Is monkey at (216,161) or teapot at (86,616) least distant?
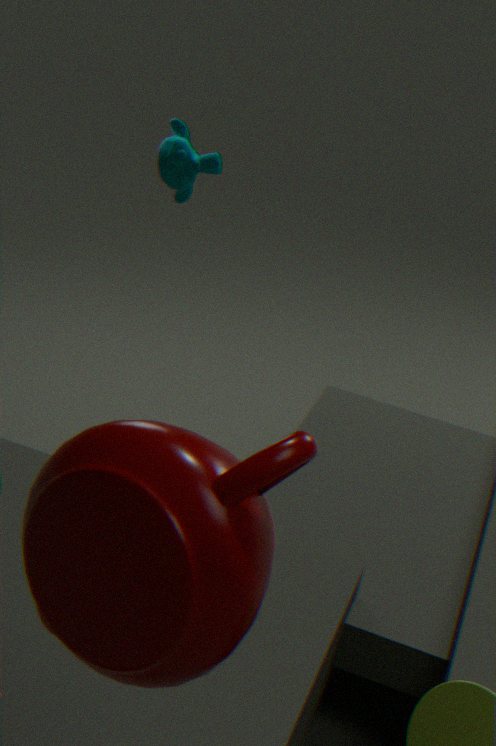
teapot at (86,616)
